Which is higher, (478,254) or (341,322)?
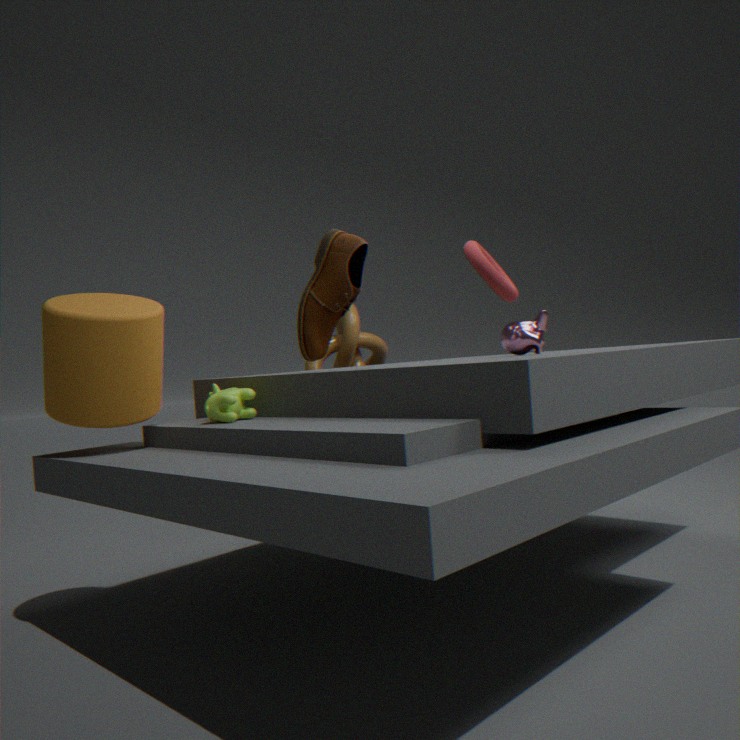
(478,254)
